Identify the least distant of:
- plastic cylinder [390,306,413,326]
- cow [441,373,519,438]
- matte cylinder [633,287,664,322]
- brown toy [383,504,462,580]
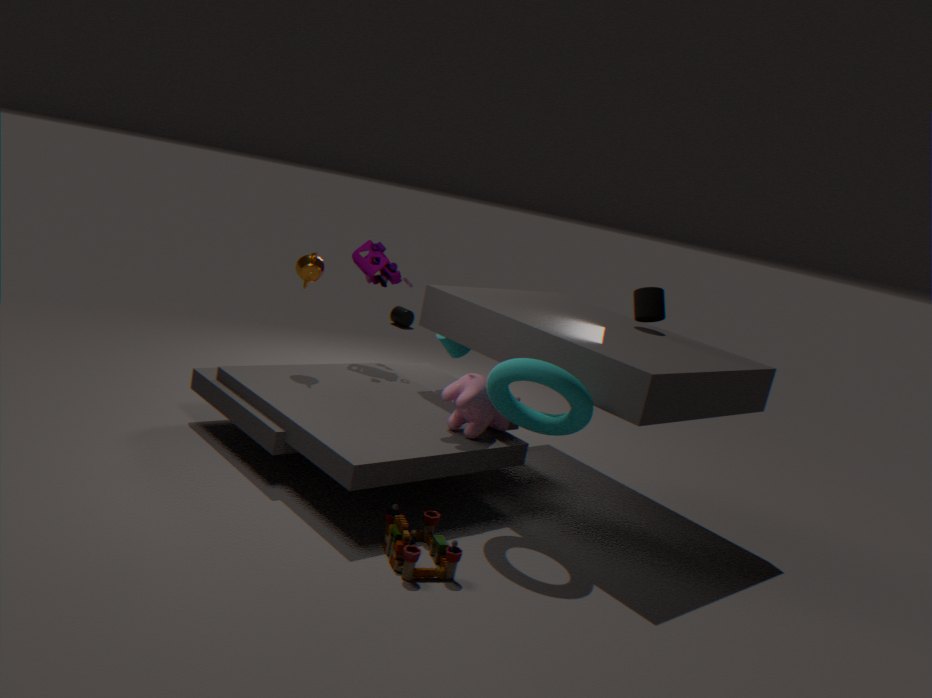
brown toy [383,504,462,580]
